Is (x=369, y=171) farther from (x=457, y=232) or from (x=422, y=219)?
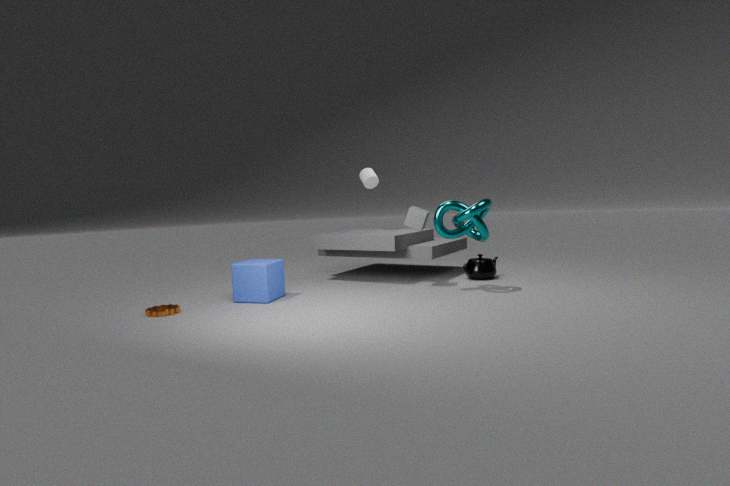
(x=457, y=232)
